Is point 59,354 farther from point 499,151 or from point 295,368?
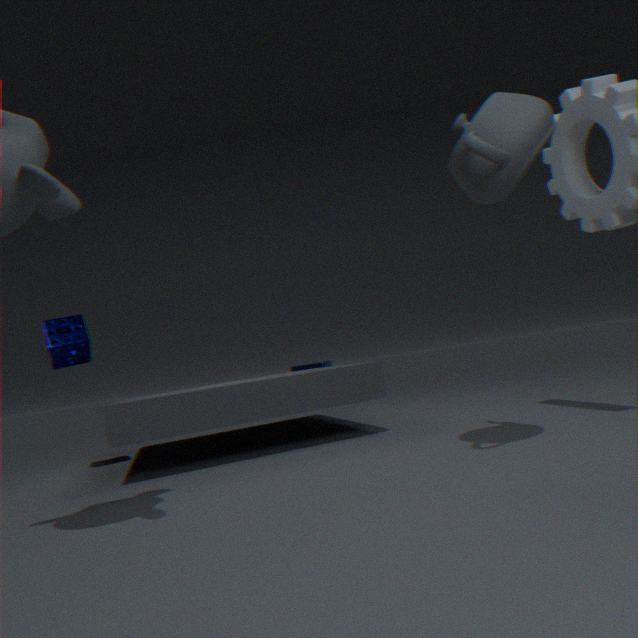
point 295,368
